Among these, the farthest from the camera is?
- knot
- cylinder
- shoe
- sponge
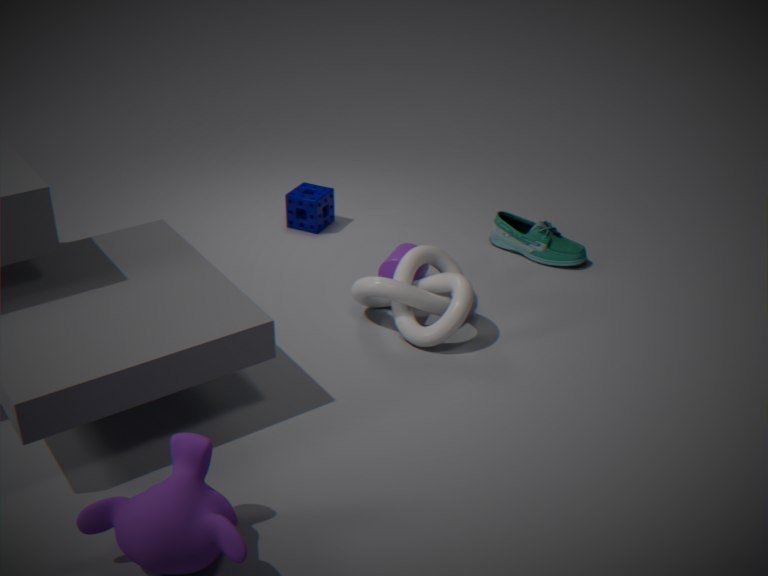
sponge
